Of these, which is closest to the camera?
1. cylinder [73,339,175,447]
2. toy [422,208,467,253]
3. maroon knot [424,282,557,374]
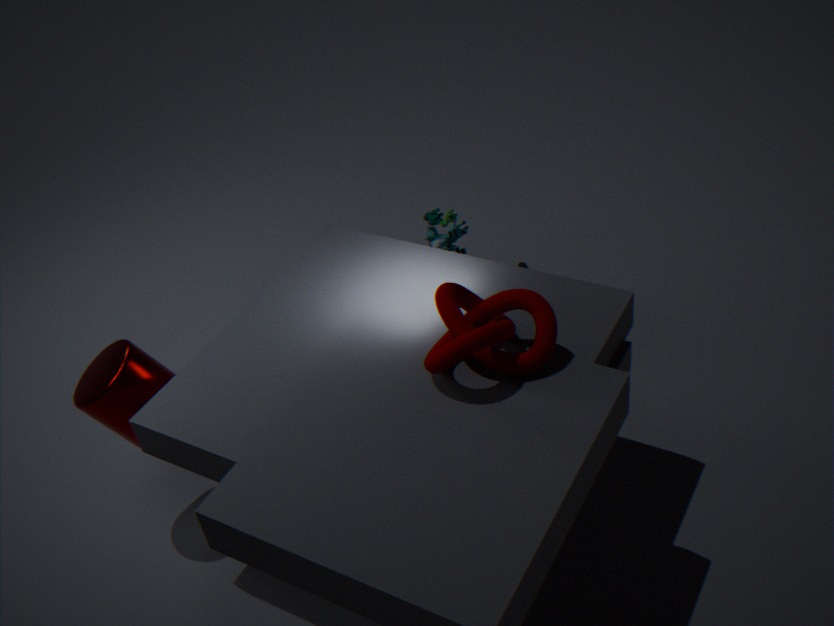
maroon knot [424,282,557,374]
